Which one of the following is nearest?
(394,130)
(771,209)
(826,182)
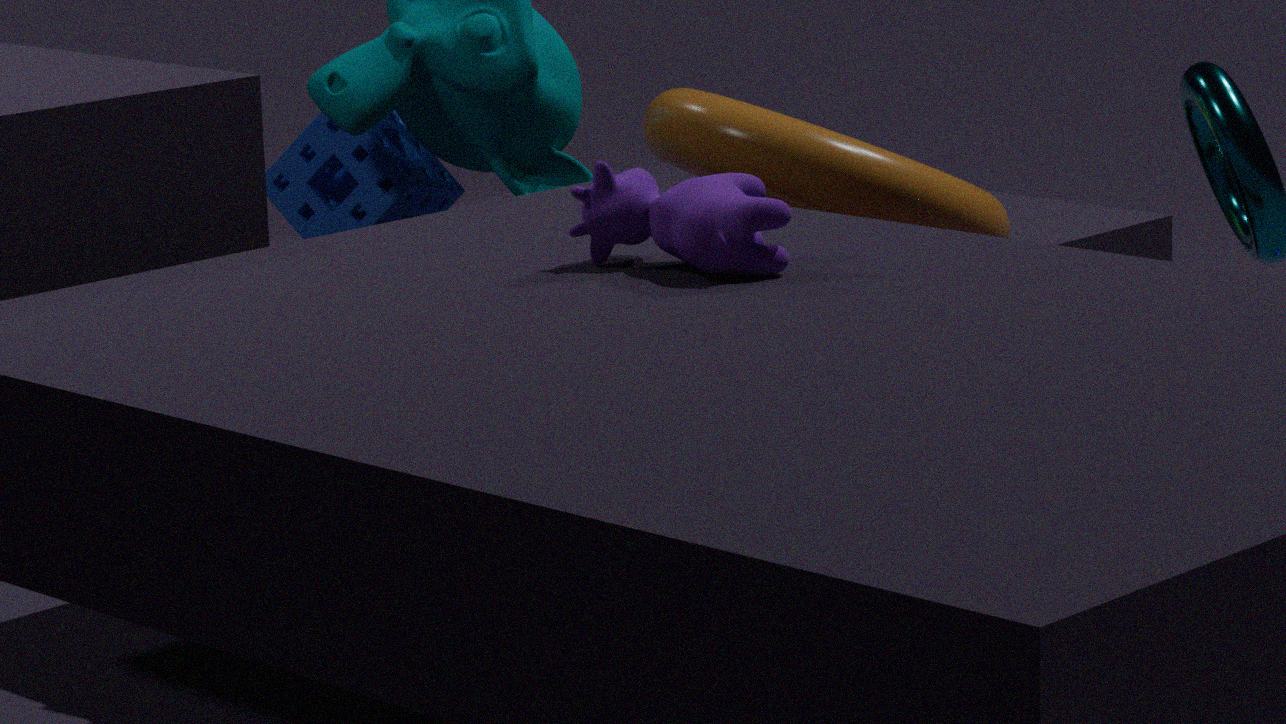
(771,209)
